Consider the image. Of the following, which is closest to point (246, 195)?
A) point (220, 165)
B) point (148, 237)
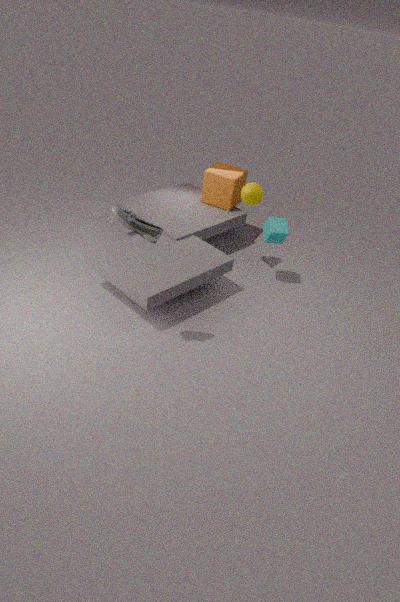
point (220, 165)
